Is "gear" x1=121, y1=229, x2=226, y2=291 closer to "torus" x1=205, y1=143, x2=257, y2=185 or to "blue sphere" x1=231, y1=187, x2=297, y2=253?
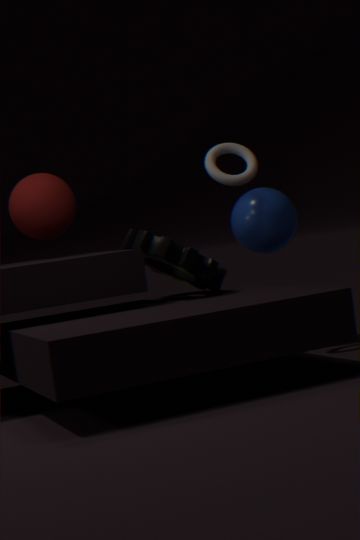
"blue sphere" x1=231, y1=187, x2=297, y2=253
